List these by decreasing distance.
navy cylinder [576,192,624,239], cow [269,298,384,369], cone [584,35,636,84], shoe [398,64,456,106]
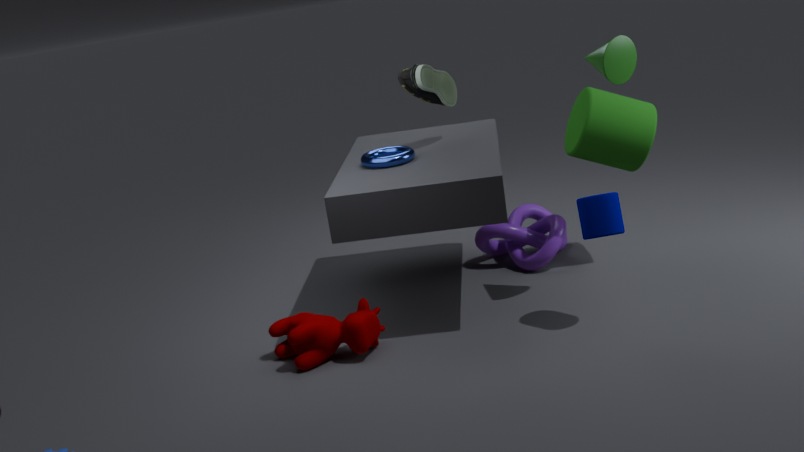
shoe [398,64,456,106] → cow [269,298,384,369] → cone [584,35,636,84] → navy cylinder [576,192,624,239]
